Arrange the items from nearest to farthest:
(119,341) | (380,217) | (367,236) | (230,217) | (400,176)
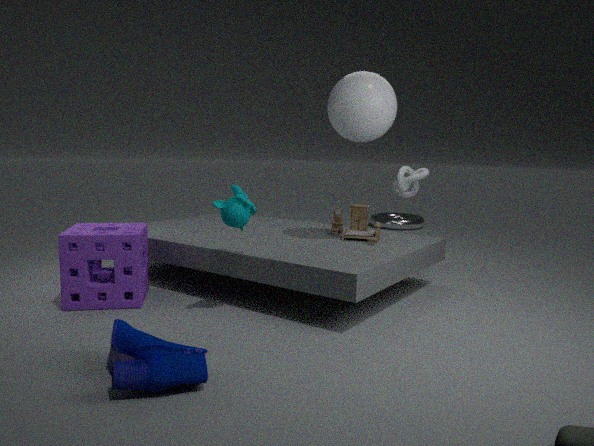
(119,341)
(230,217)
(367,236)
(400,176)
(380,217)
